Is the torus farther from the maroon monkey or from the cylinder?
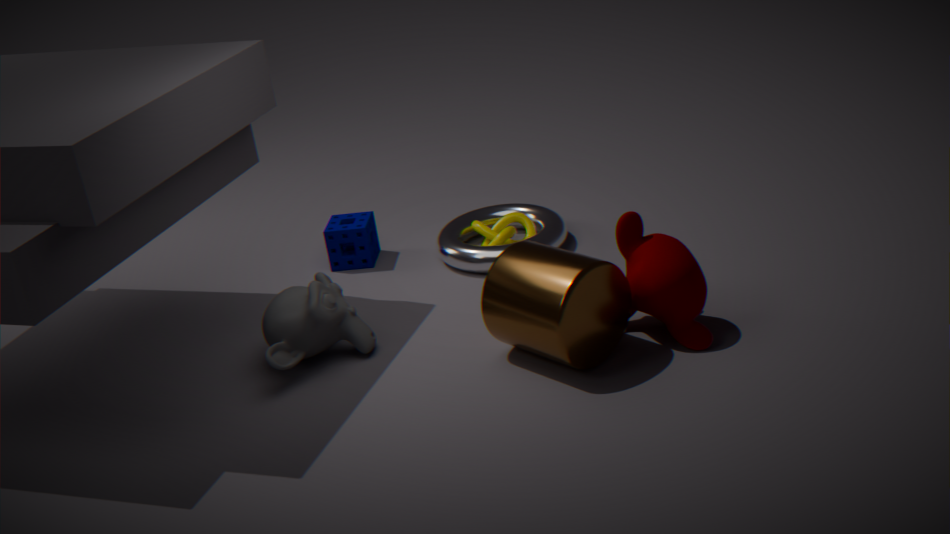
the maroon monkey
